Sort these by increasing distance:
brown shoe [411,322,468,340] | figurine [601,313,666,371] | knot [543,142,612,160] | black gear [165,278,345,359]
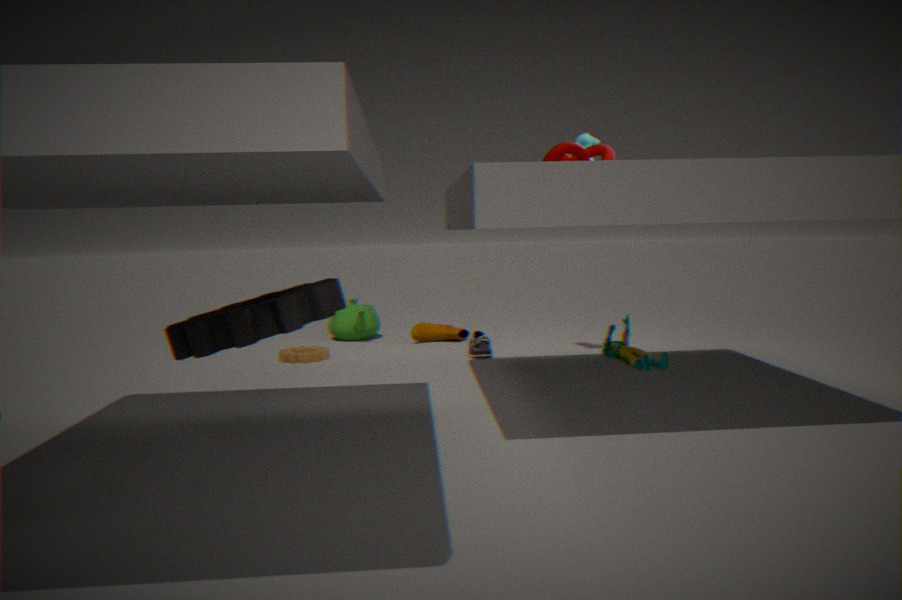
black gear [165,278,345,359] → knot [543,142,612,160] → figurine [601,313,666,371] → brown shoe [411,322,468,340]
